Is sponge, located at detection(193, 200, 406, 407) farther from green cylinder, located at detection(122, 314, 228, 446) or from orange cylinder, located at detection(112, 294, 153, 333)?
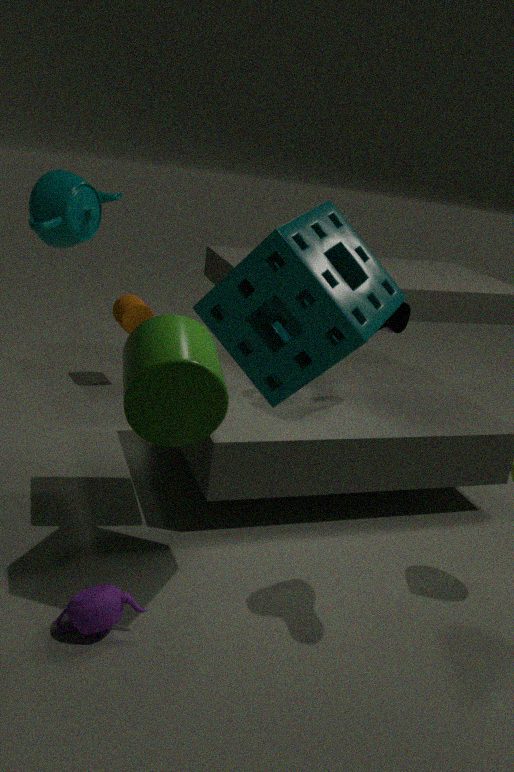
orange cylinder, located at detection(112, 294, 153, 333)
